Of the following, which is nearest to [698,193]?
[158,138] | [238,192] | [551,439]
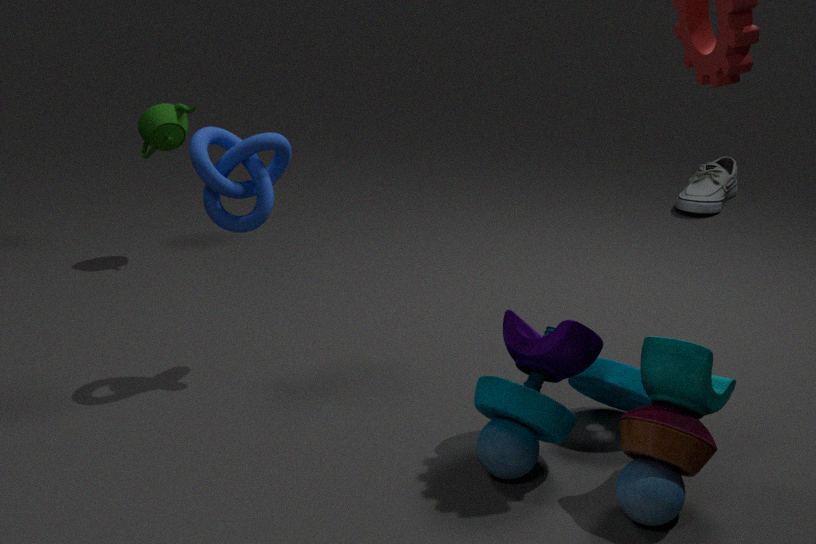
[158,138]
